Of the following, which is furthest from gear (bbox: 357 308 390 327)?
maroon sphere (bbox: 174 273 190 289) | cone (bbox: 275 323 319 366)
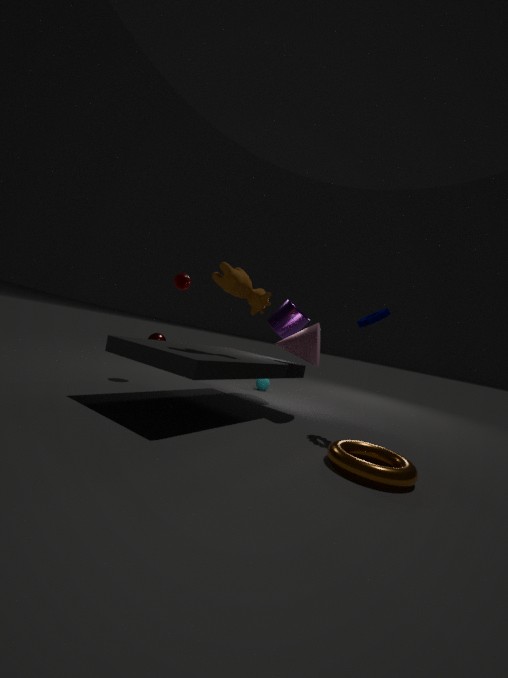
maroon sphere (bbox: 174 273 190 289)
